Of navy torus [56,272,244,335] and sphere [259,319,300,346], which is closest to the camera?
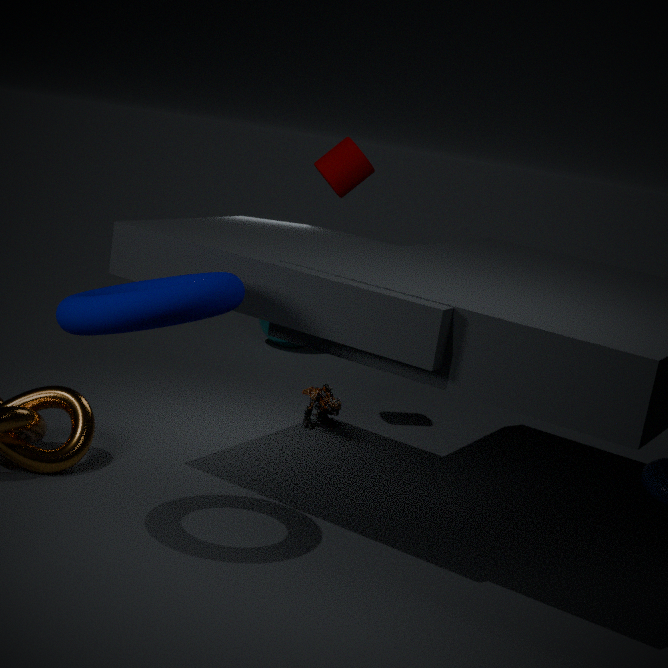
navy torus [56,272,244,335]
